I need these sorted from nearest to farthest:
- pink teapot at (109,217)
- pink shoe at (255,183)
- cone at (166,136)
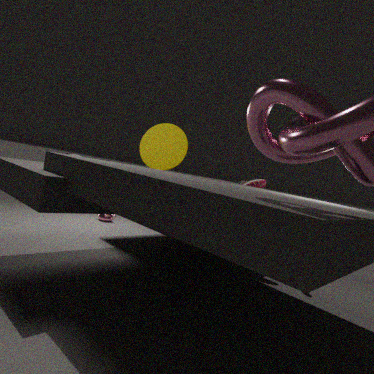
cone at (166,136), pink shoe at (255,183), pink teapot at (109,217)
